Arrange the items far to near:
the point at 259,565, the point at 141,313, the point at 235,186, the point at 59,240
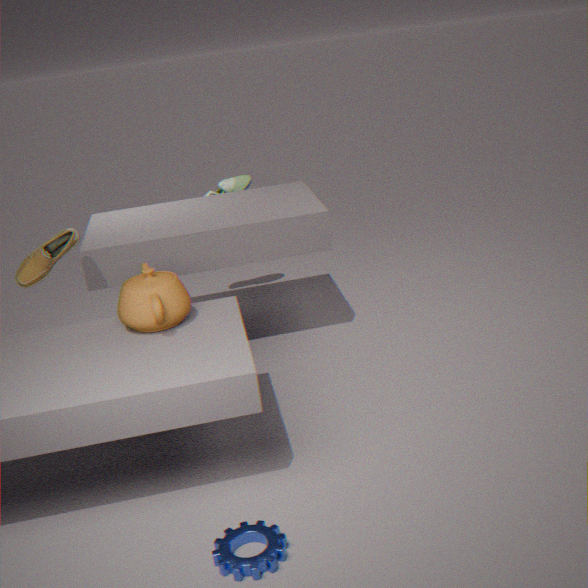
the point at 235,186, the point at 59,240, the point at 141,313, the point at 259,565
